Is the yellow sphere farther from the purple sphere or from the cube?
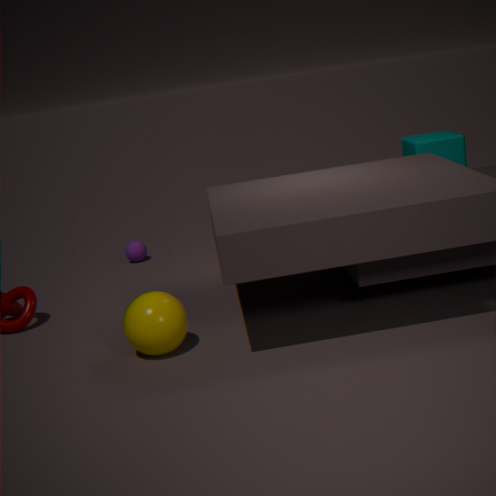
the cube
